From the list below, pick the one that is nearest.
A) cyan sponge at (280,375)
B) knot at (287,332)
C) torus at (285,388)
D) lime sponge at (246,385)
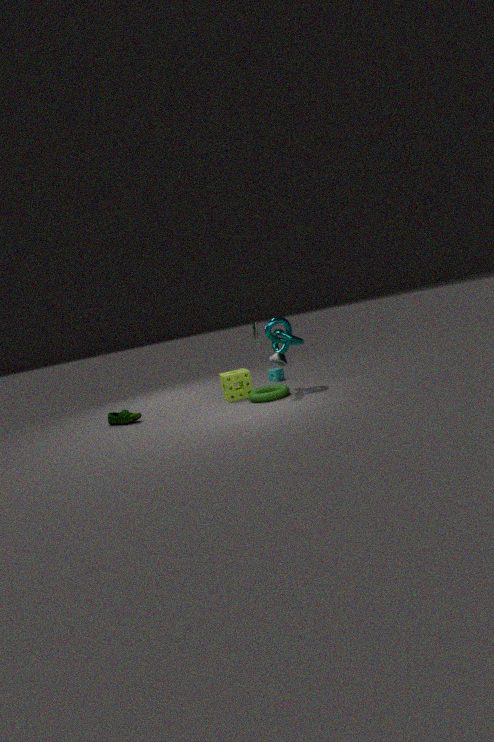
torus at (285,388)
